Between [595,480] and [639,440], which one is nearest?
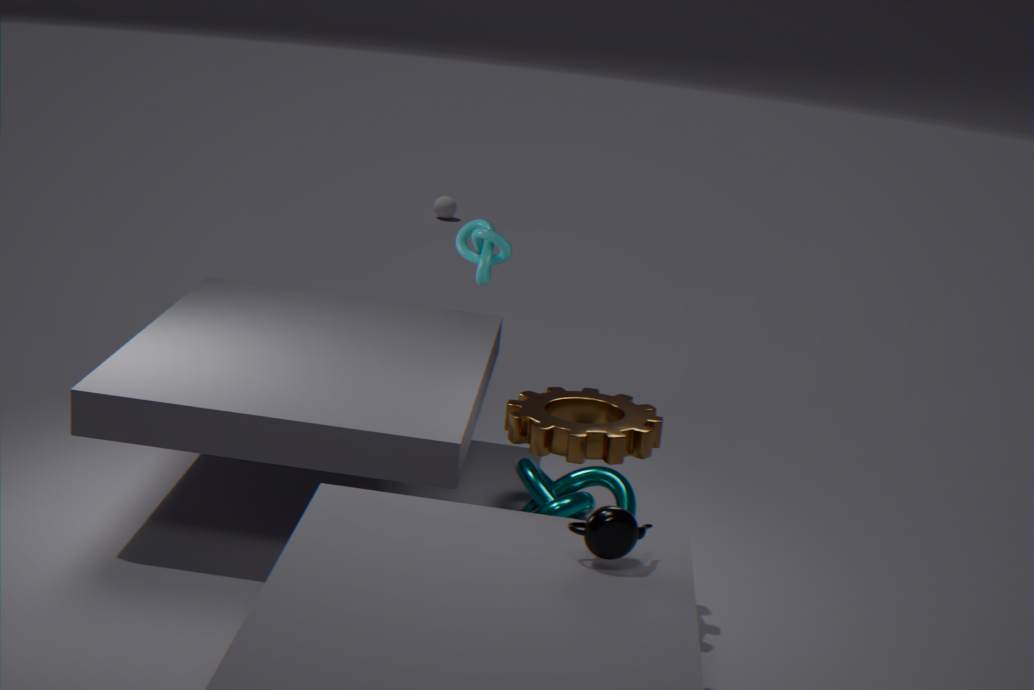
[639,440]
